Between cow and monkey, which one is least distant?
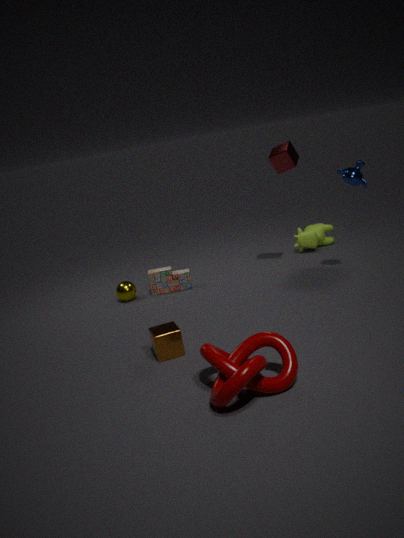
monkey
